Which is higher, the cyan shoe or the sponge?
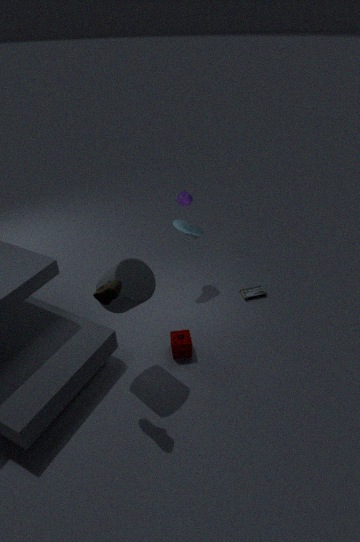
the cyan shoe
